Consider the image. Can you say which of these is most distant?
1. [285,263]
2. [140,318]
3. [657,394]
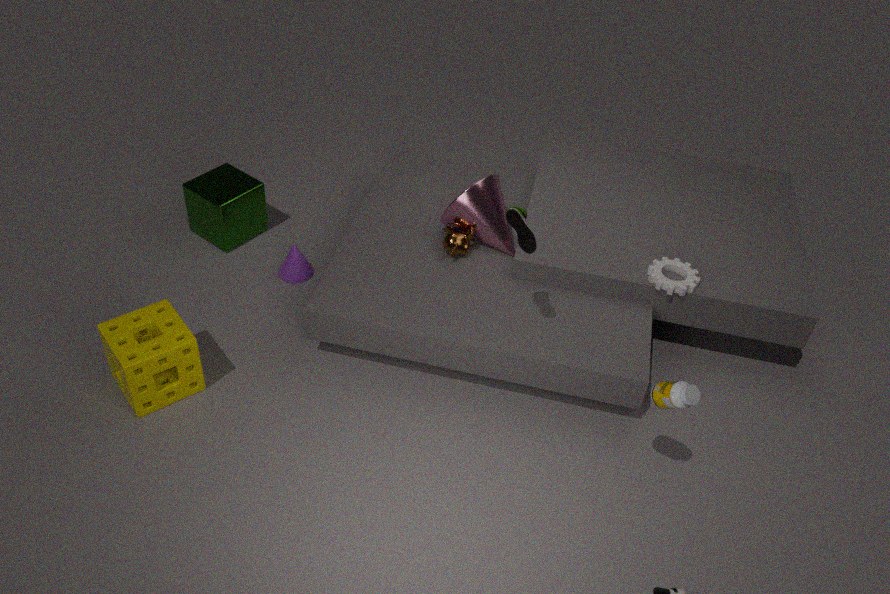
[285,263]
